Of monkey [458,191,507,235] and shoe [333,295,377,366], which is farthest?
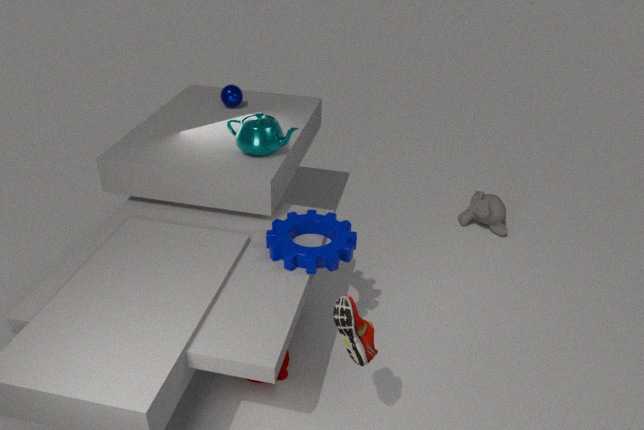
monkey [458,191,507,235]
